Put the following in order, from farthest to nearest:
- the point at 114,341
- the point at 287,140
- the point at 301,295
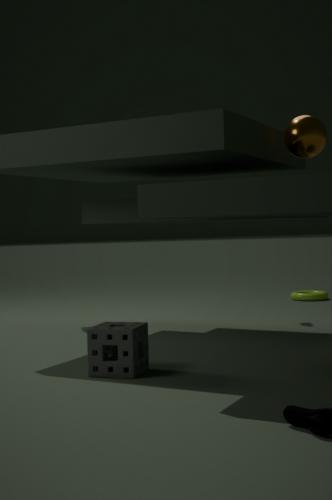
the point at 301,295 → the point at 287,140 → the point at 114,341
